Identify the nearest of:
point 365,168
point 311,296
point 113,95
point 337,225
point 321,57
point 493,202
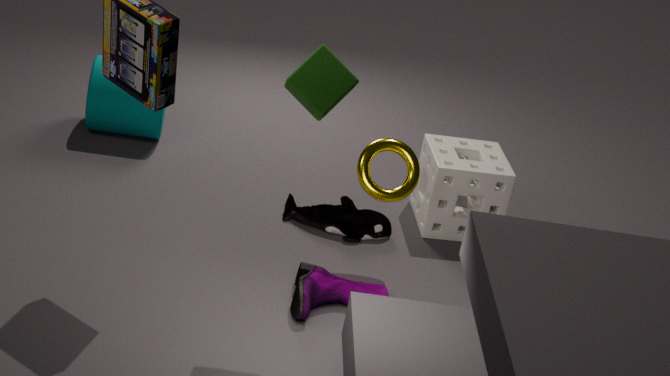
point 321,57
